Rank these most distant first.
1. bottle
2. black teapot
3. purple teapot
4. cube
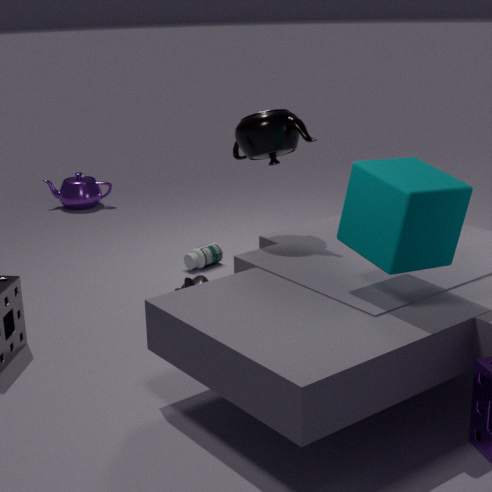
1. purple teapot
2. bottle
3. black teapot
4. cube
